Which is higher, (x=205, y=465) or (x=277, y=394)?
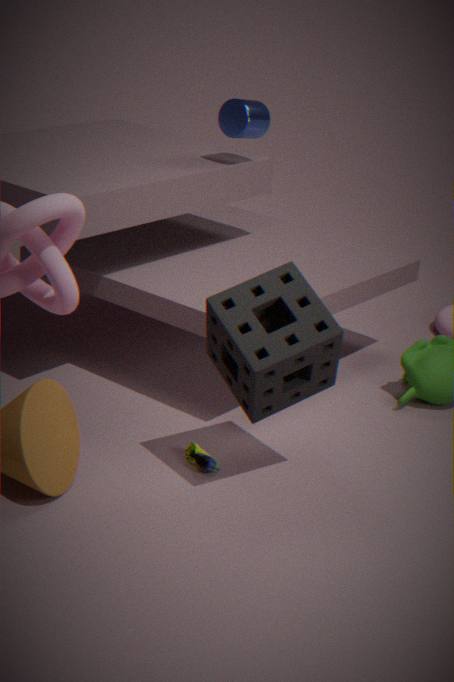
(x=277, y=394)
